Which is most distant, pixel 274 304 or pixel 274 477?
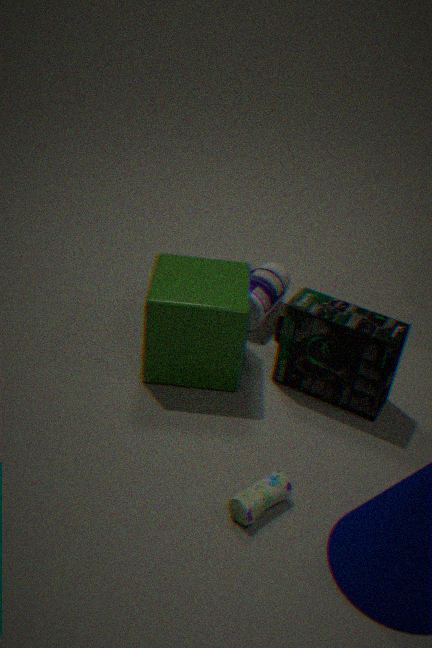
pixel 274 304
